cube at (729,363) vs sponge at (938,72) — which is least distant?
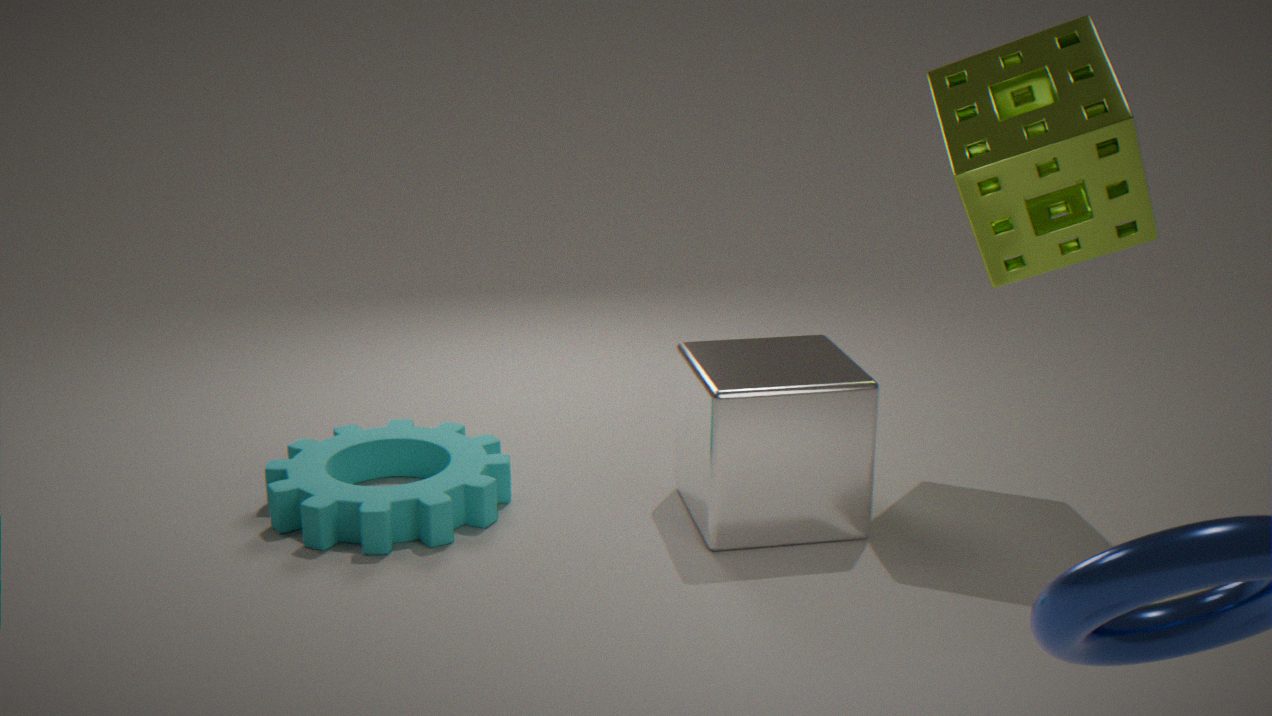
sponge at (938,72)
